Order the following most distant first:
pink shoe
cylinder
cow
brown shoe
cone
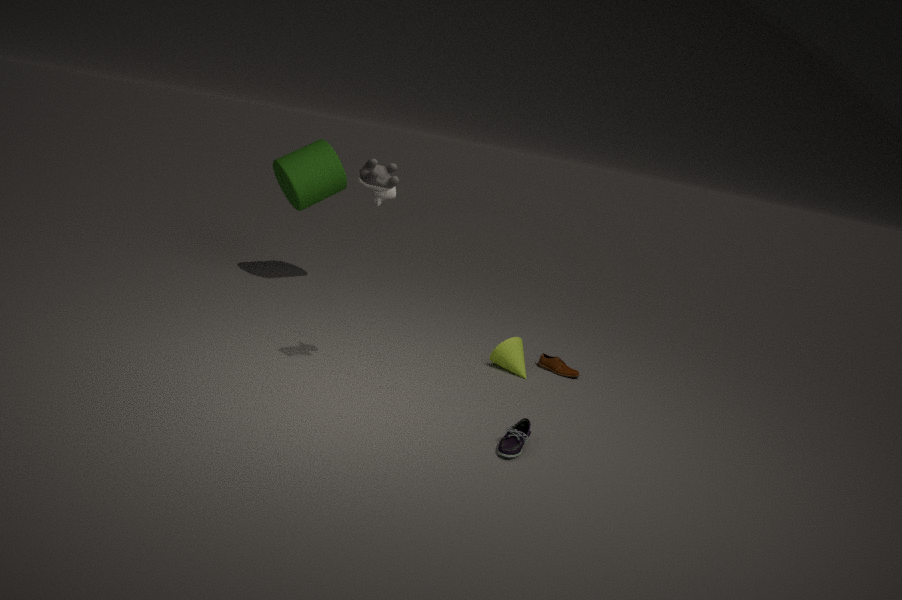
cylinder < brown shoe < cone < pink shoe < cow
